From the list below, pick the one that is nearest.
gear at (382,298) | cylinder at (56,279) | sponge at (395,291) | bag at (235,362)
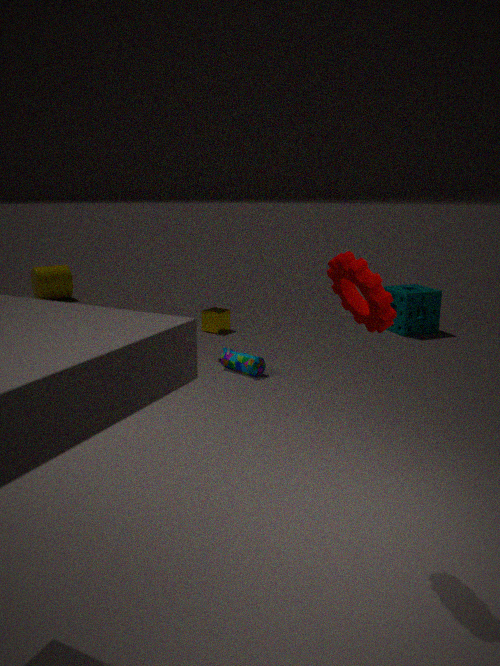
gear at (382,298)
